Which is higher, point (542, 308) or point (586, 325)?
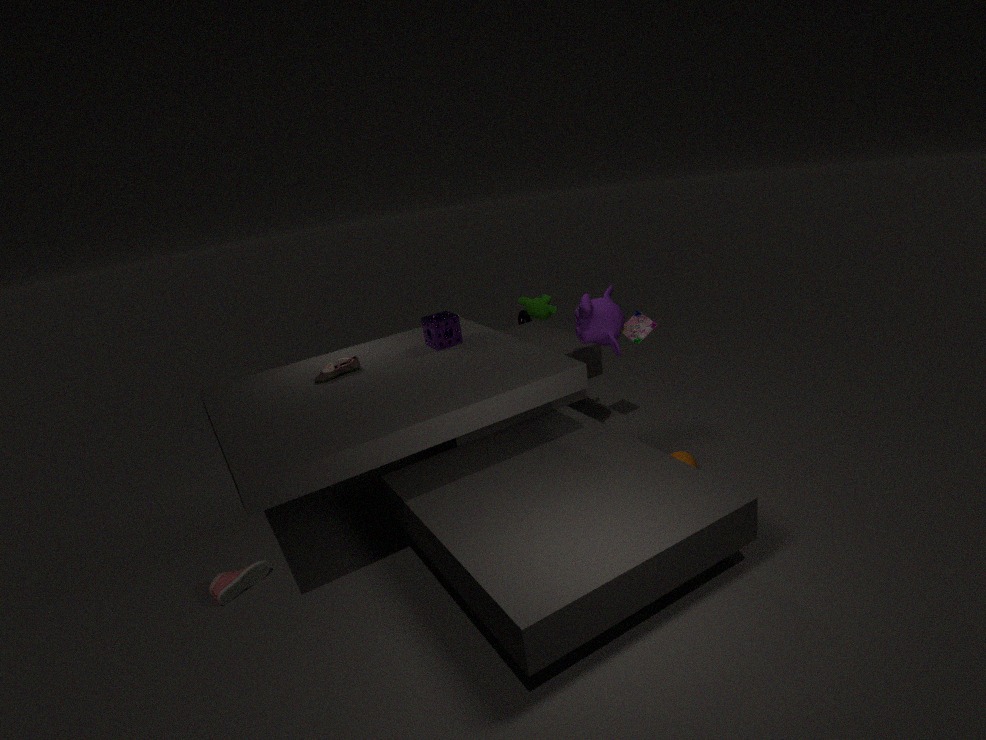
point (542, 308)
